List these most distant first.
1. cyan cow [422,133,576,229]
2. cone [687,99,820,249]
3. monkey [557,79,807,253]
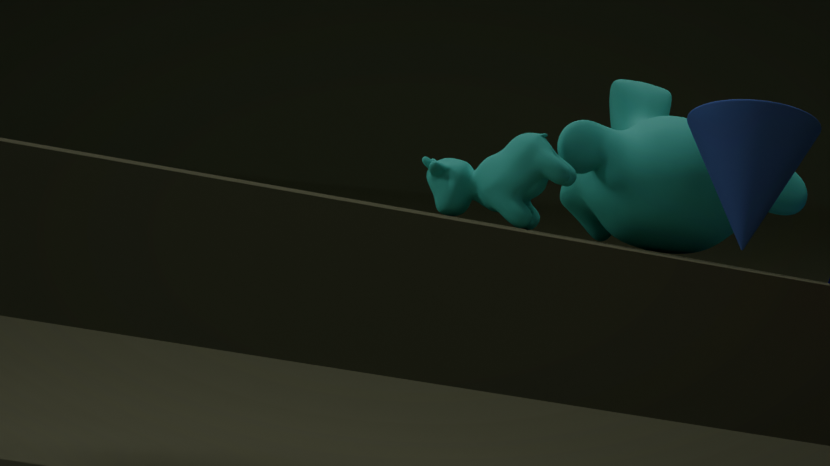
monkey [557,79,807,253] → cyan cow [422,133,576,229] → cone [687,99,820,249]
